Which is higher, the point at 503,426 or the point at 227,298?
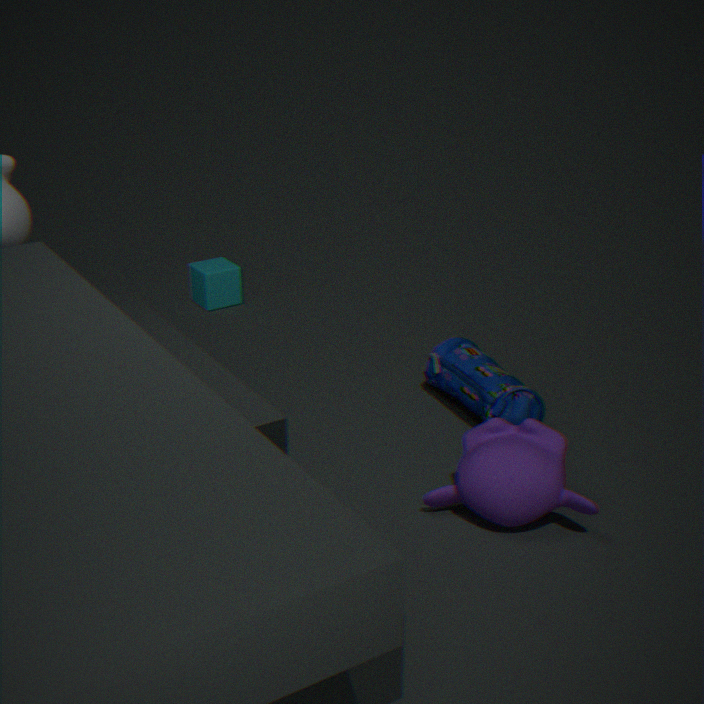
the point at 503,426
